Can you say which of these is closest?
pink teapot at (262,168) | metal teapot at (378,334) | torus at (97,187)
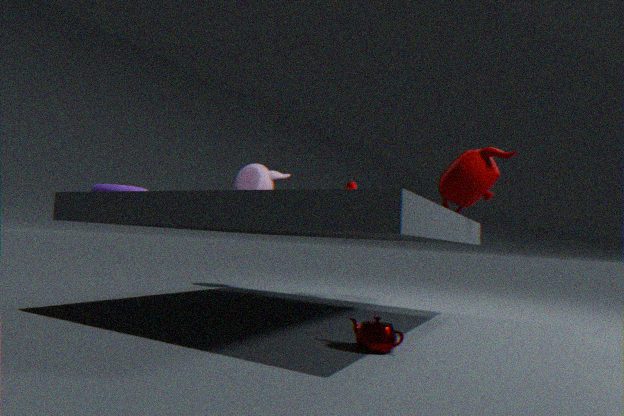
metal teapot at (378,334)
